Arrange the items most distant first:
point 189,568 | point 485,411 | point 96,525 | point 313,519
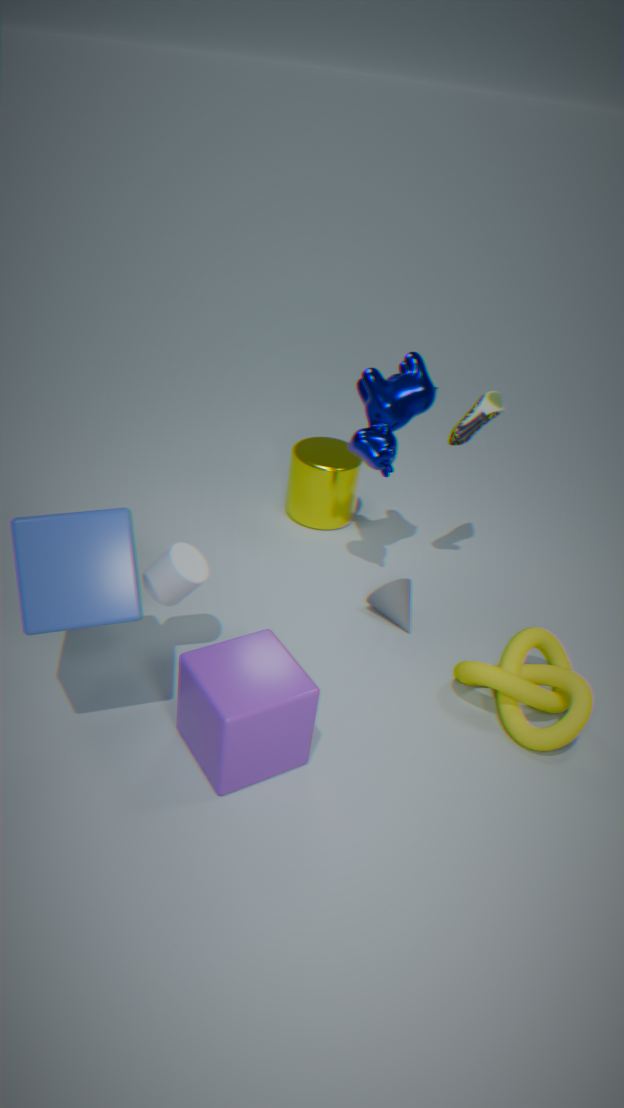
point 313,519 → point 485,411 → point 189,568 → point 96,525
